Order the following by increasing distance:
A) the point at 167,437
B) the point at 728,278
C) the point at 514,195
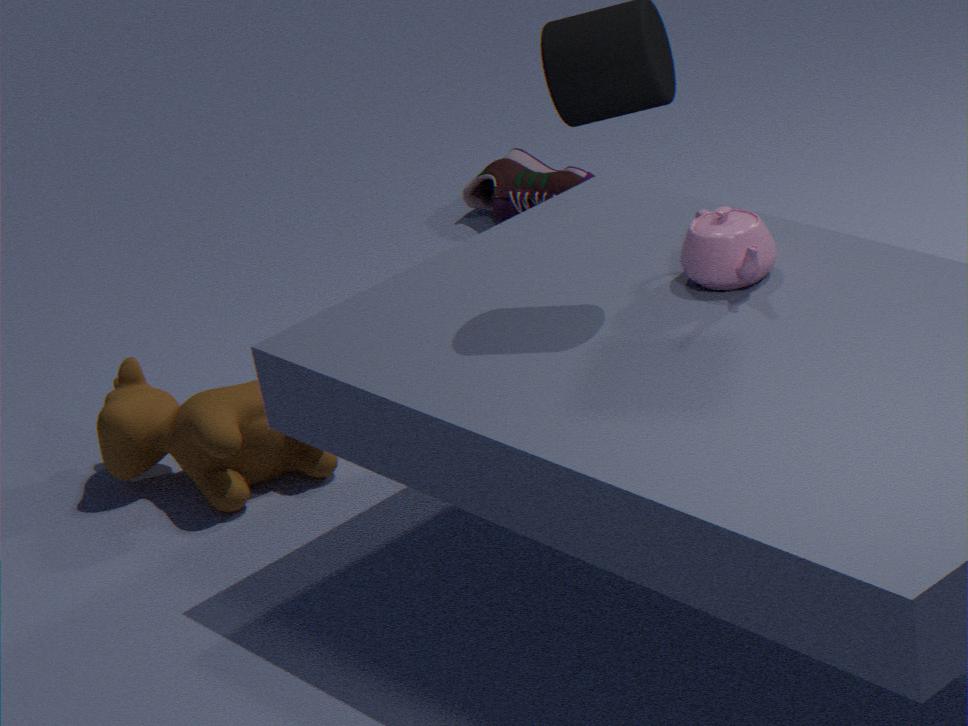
1. the point at 728,278
2. the point at 167,437
3. the point at 514,195
